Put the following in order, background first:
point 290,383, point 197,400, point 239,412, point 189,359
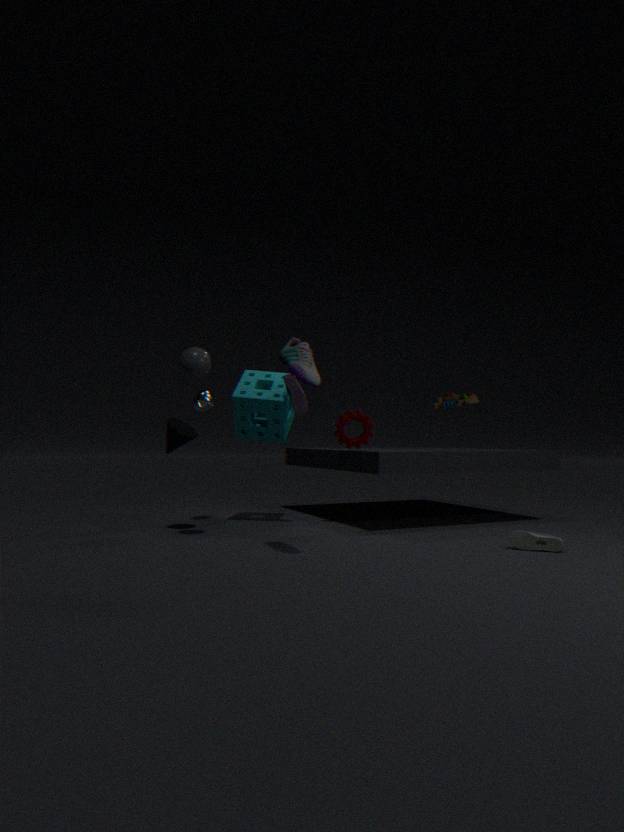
point 239,412
point 197,400
point 290,383
point 189,359
